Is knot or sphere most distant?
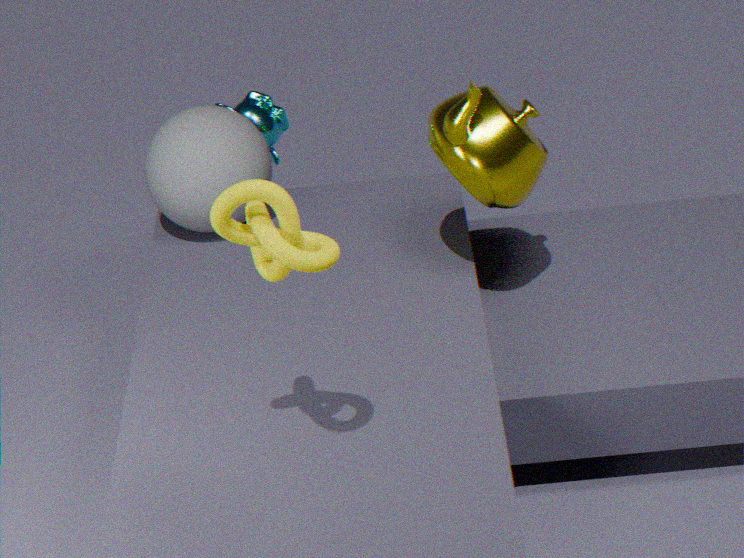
sphere
